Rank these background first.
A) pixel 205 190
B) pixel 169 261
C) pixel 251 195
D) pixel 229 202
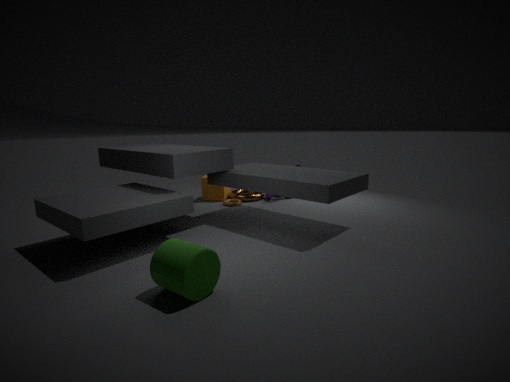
1. pixel 205 190
2. pixel 251 195
3. pixel 229 202
4. pixel 169 261
